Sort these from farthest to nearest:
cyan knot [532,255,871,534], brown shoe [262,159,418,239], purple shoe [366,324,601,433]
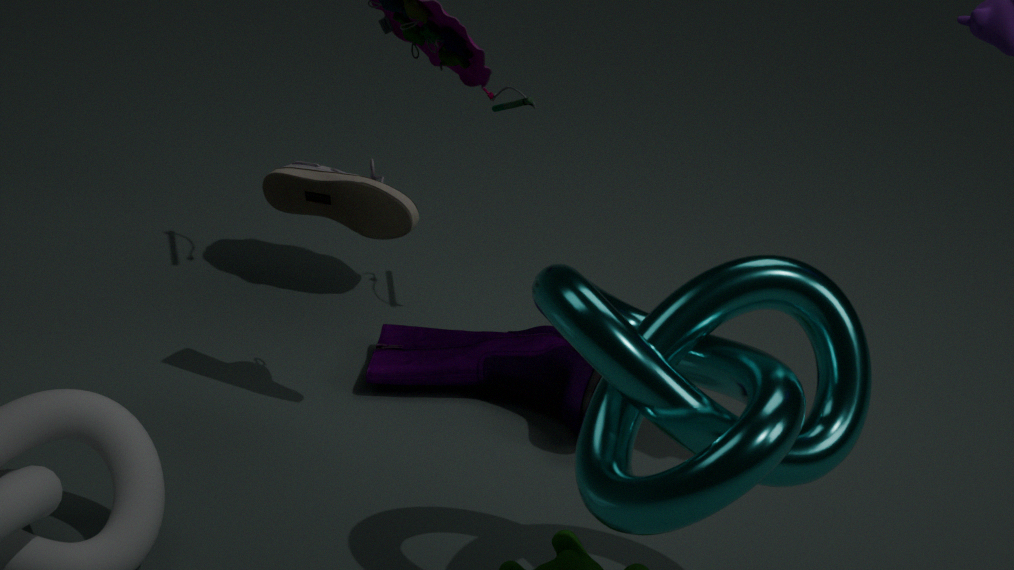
purple shoe [366,324,601,433], brown shoe [262,159,418,239], cyan knot [532,255,871,534]
